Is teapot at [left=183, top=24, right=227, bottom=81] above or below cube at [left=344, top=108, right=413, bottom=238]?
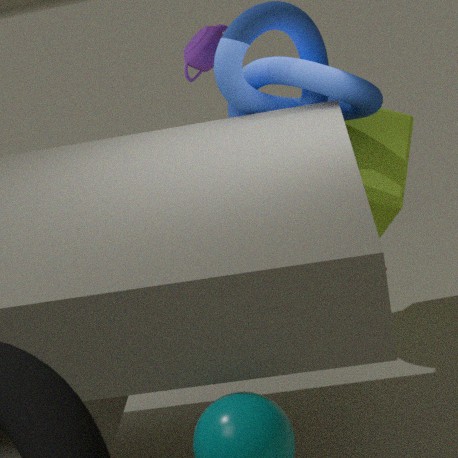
above
